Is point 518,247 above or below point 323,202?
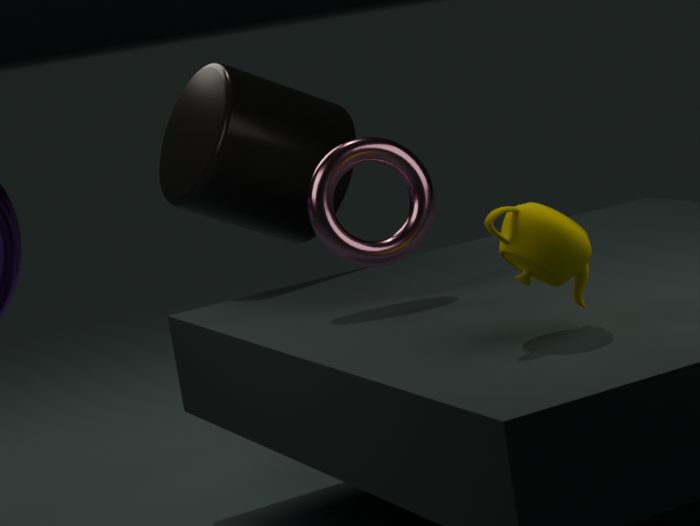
below
